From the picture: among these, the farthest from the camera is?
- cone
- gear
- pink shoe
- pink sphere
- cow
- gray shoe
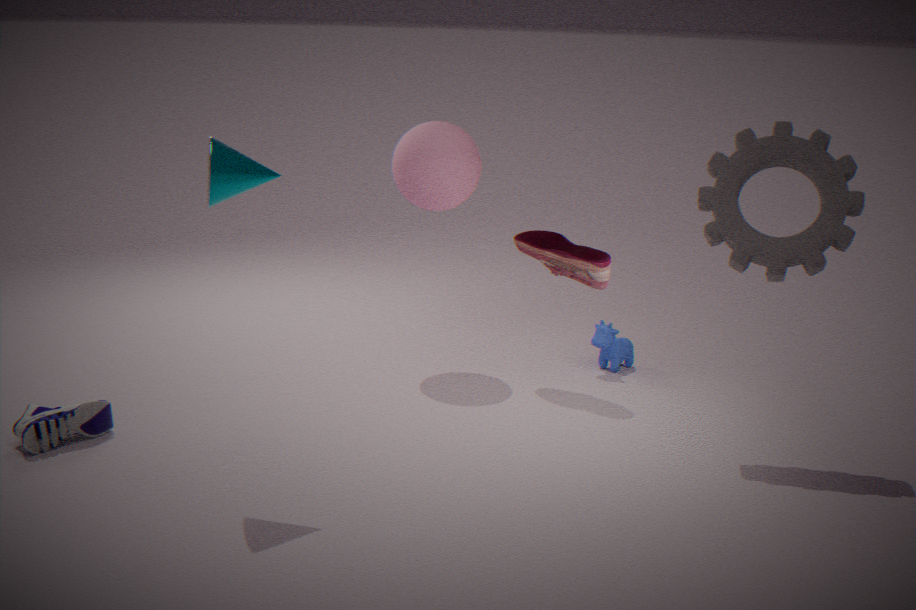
cow
